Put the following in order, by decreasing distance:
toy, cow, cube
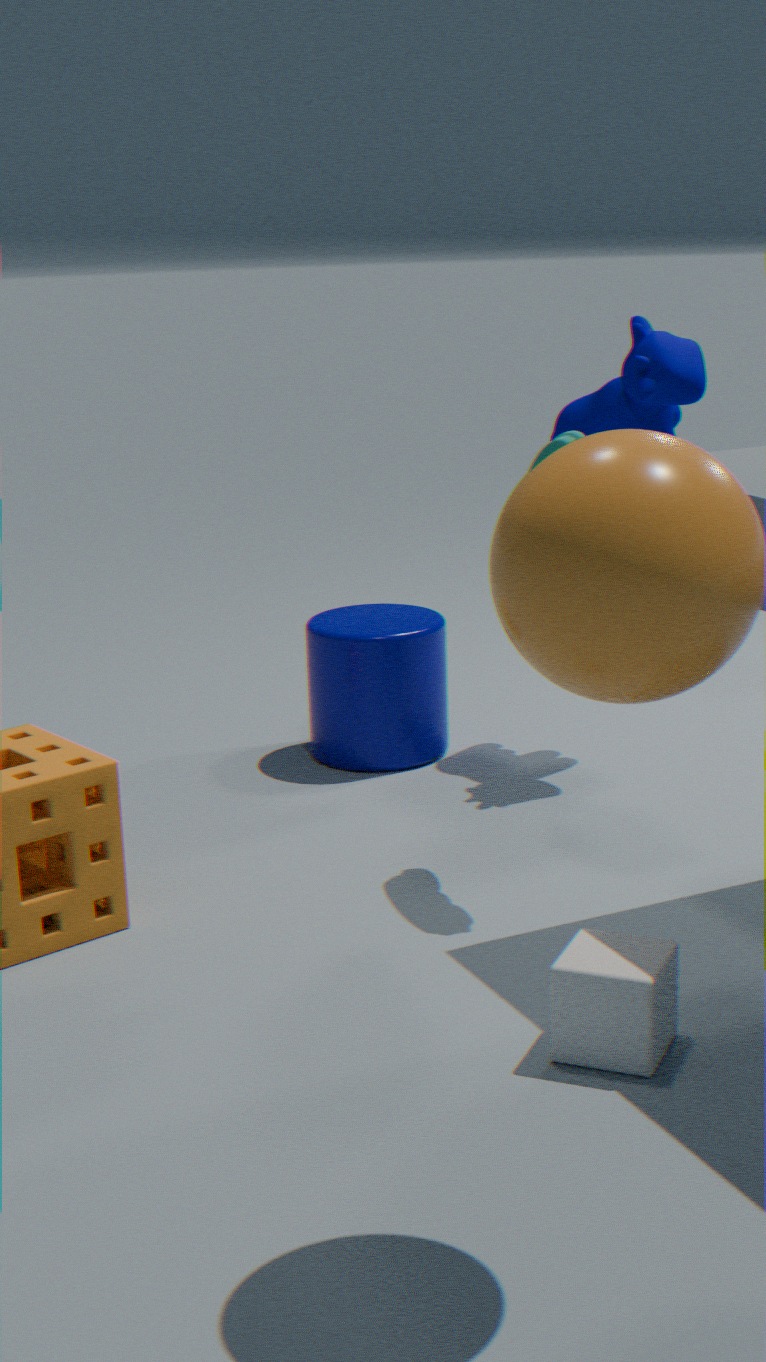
cow, toy, cube
